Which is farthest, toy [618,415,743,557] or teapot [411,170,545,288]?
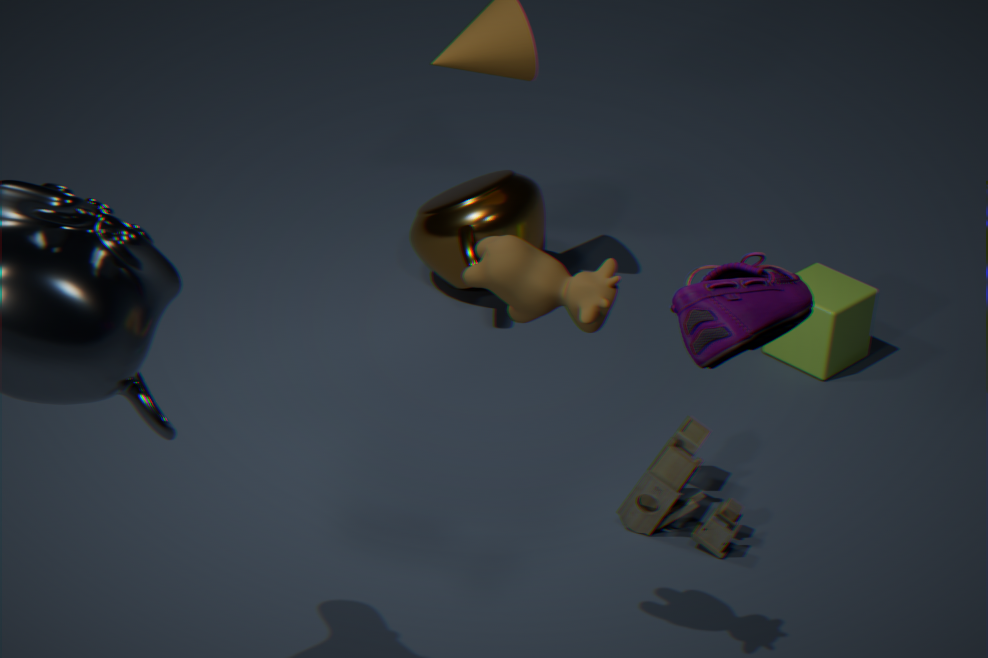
teapot [411,170,545,288]
